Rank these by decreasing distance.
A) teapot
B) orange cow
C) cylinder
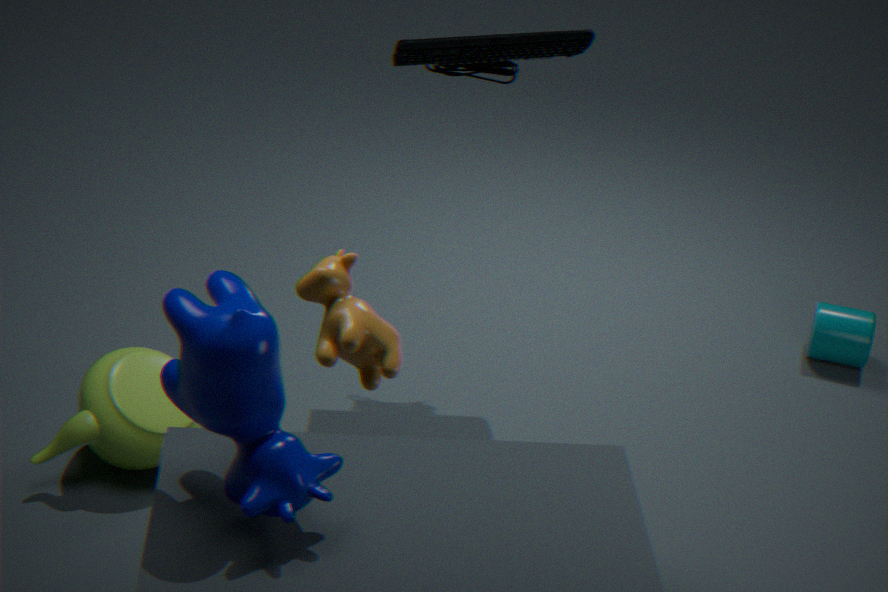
1. cylinder
2. teapot
3. orange cow
